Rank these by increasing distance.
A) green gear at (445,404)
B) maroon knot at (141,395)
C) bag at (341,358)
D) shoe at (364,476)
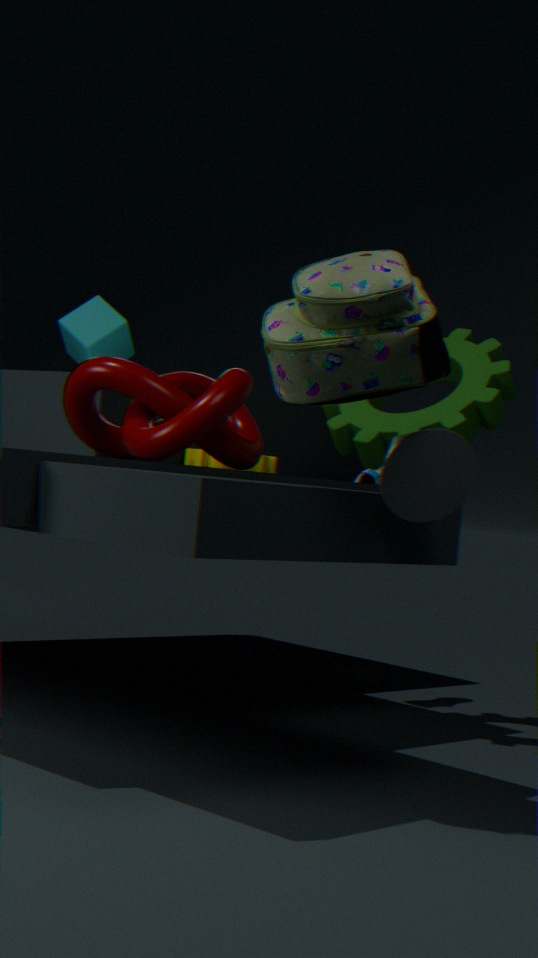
C. bag at (341,358) < B. maroon knot at (141,395) < A. green gear at (445,404) < D. shoe at (364,476)
